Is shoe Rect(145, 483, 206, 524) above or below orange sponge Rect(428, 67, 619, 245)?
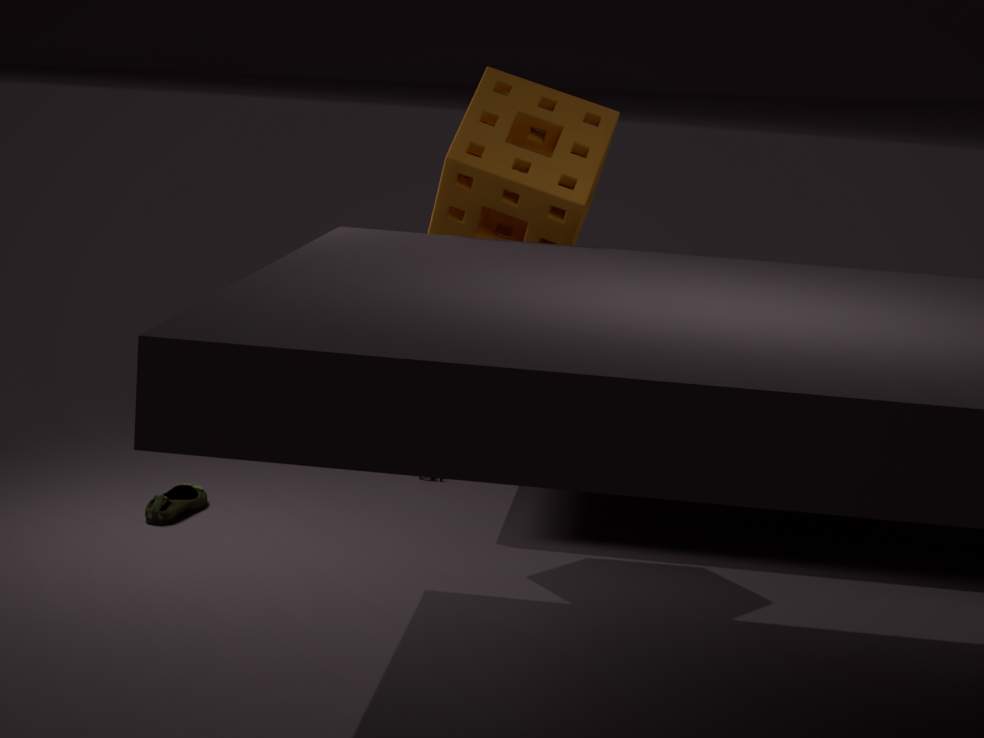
below
